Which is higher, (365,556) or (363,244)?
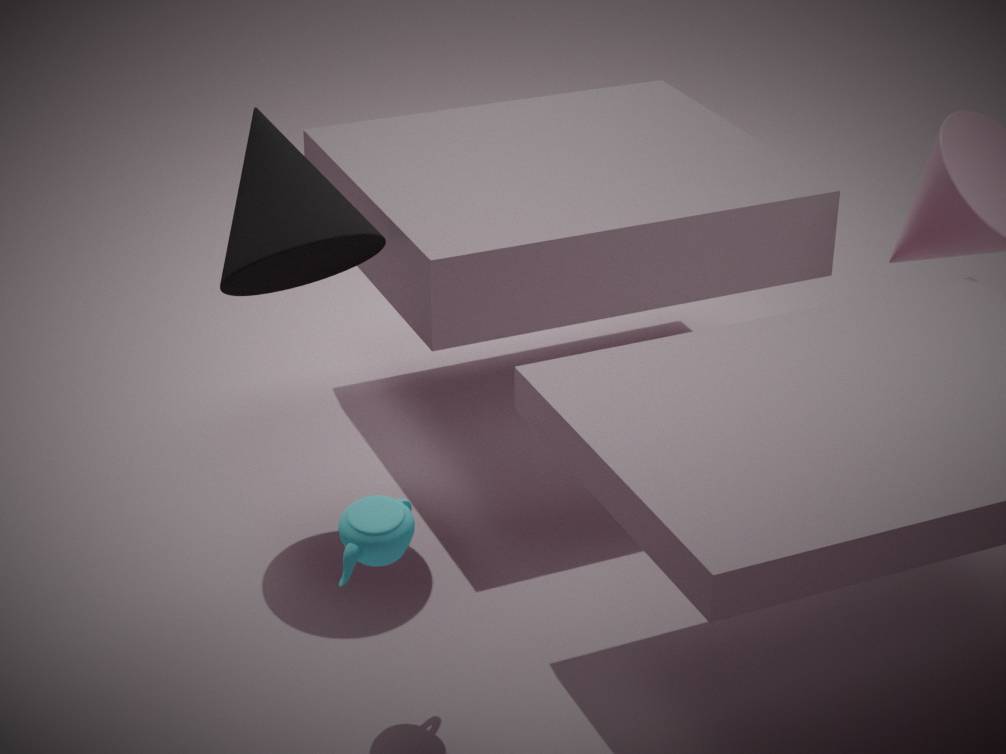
(363,244)
